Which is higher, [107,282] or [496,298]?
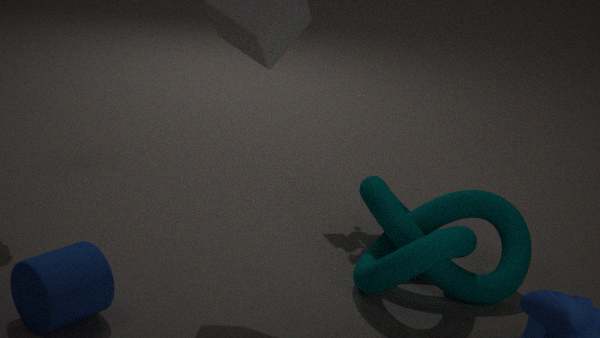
[496,298]
